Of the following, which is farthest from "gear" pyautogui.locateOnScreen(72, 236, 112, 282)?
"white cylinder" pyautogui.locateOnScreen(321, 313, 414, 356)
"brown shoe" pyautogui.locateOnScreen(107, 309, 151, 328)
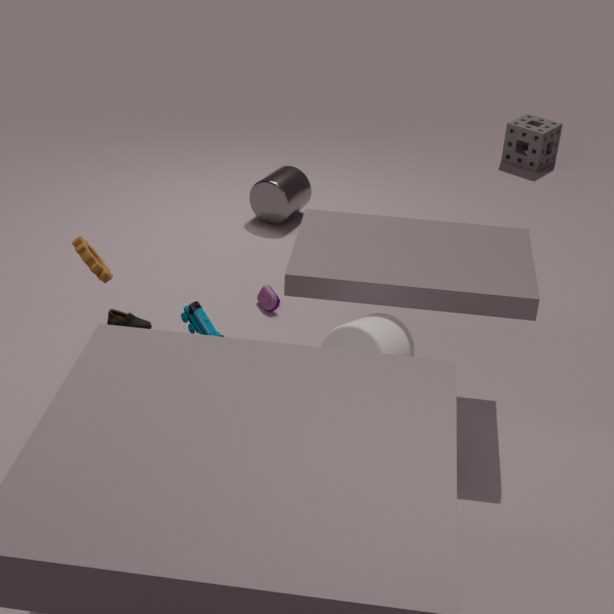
"white cylinder" pyautogui.locateOnScreen(321, 313, 414, 356)
